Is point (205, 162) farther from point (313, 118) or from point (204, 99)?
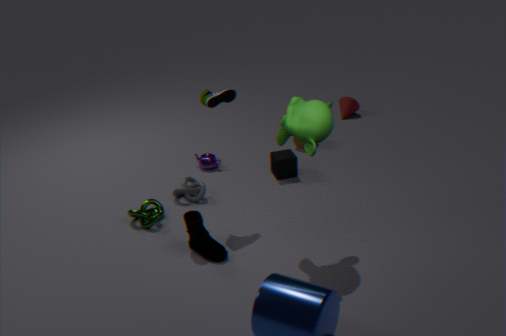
point (313, 118)
